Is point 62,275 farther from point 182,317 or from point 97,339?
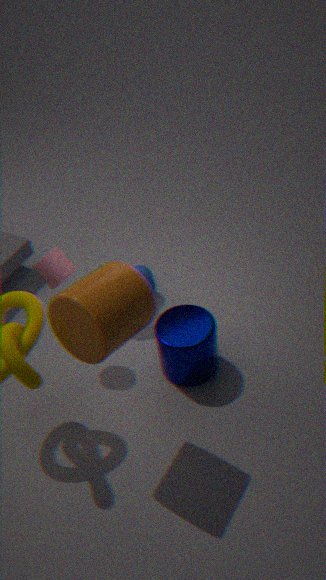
point 182,317
